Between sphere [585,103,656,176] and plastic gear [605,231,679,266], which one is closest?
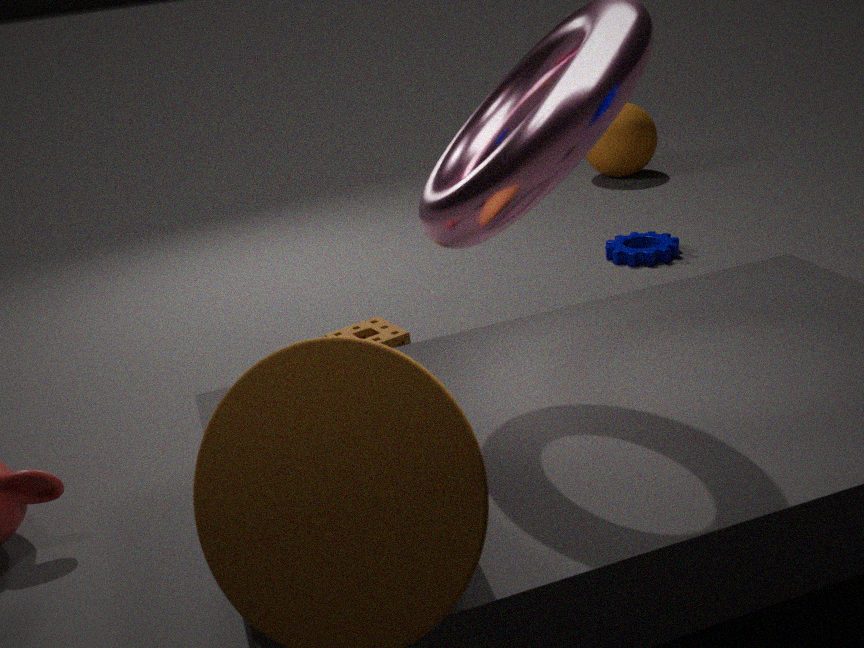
plastic gear [605,231,679,266]
